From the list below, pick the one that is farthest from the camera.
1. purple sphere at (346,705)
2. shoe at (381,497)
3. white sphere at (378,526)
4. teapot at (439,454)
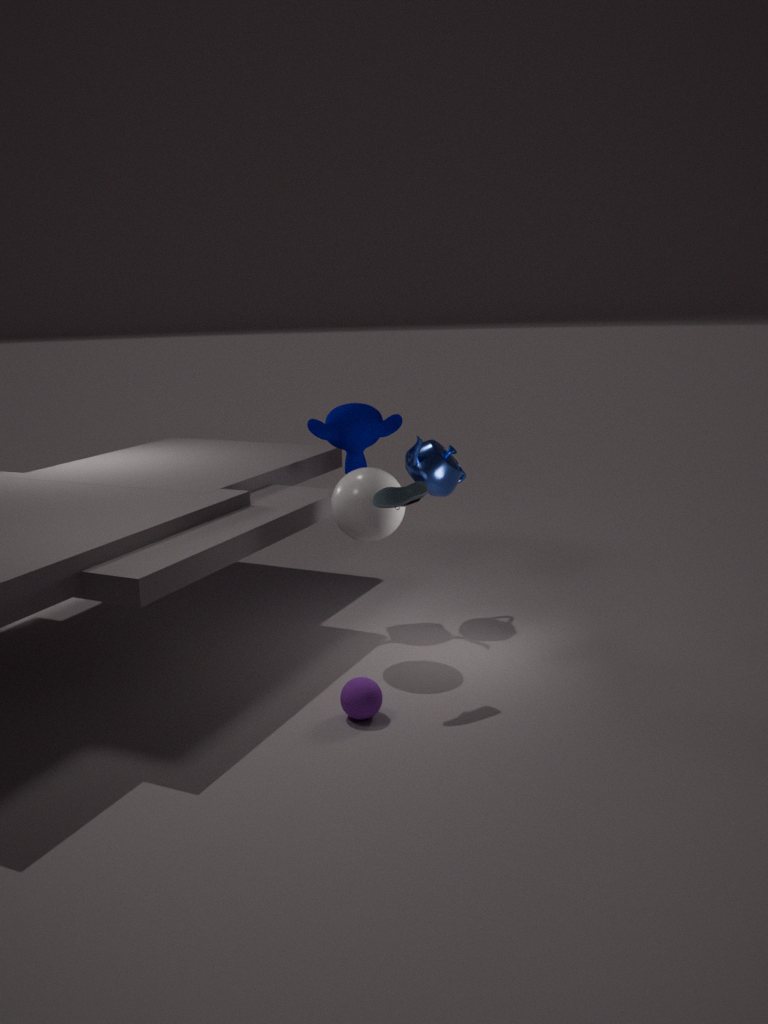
teapot at (439,454)
